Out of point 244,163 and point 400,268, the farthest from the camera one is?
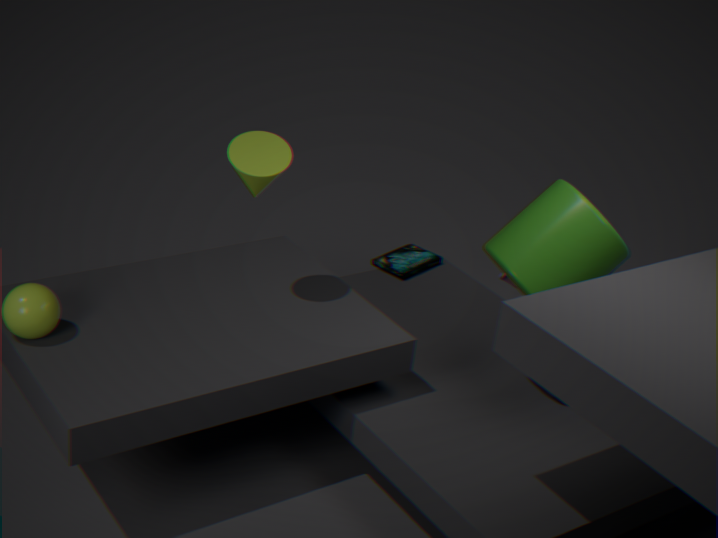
point 400,268
